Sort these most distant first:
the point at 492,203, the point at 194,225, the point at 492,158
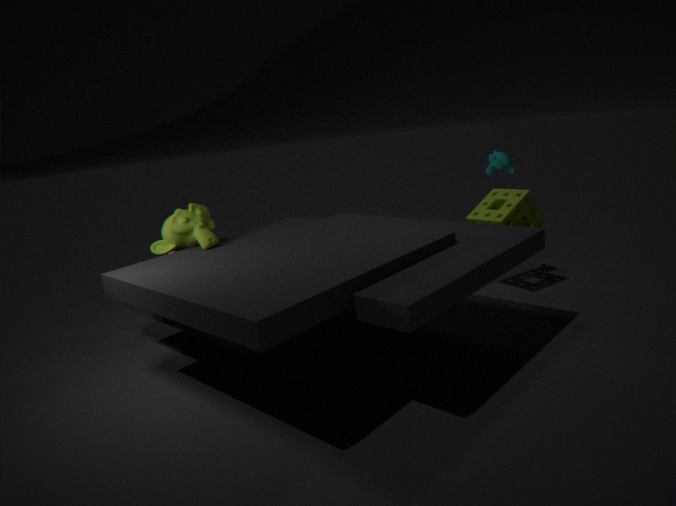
1. the point at 492,203
2. the point at 492,158
3. the point at 194,225
